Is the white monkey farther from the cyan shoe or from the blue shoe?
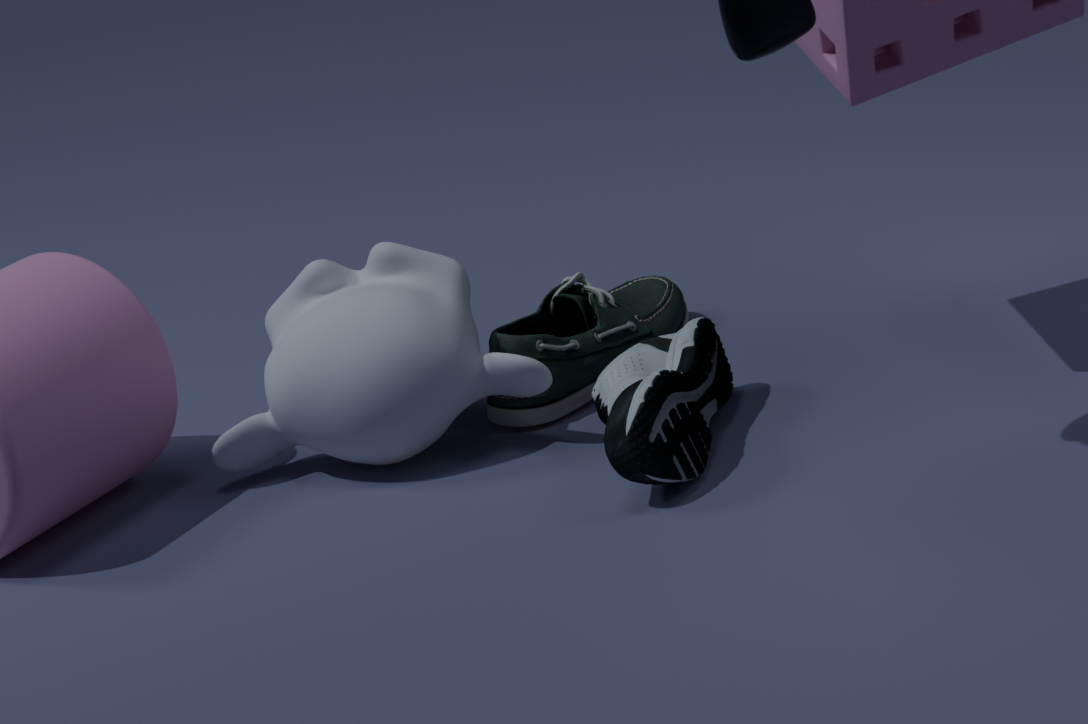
the blue shoe
